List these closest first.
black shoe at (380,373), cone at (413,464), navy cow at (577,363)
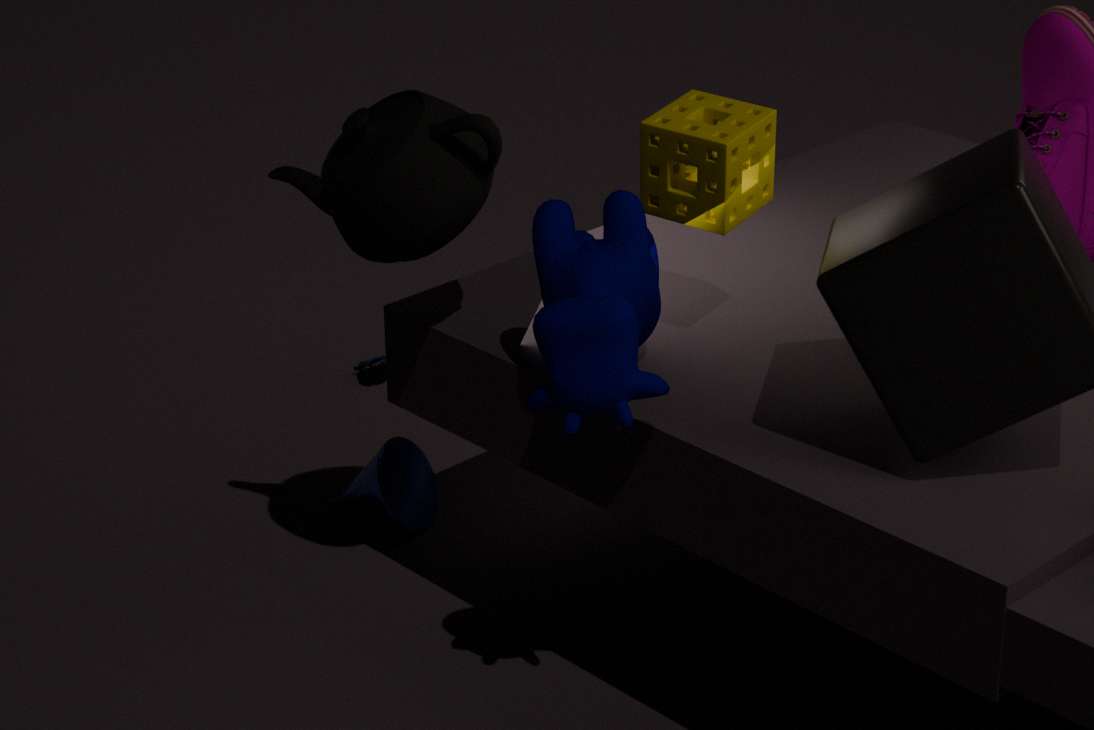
navy cow at (577,363) < cone at (413,464) < black shoe at (380,373)
